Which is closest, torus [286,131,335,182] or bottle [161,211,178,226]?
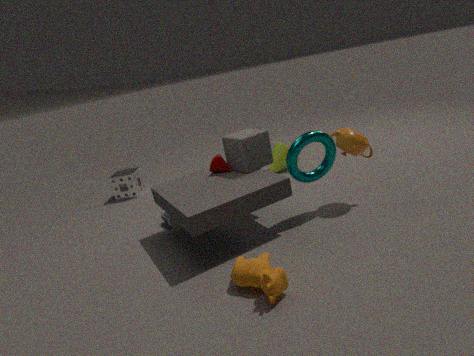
torus [286,131,335,182]
